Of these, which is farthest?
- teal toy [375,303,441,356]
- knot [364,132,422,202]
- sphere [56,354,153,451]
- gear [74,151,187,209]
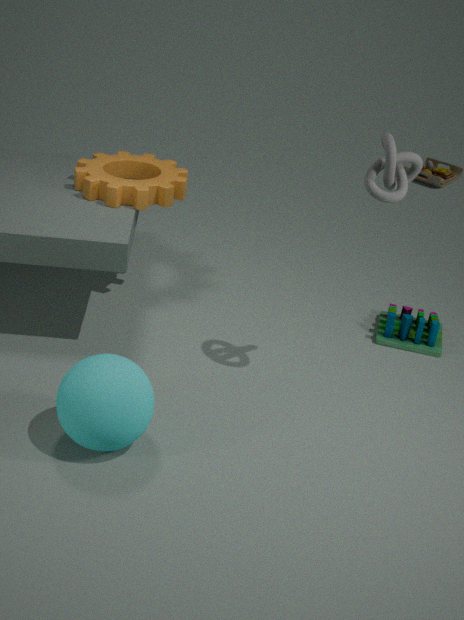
teal toy [375,303,441,356]
